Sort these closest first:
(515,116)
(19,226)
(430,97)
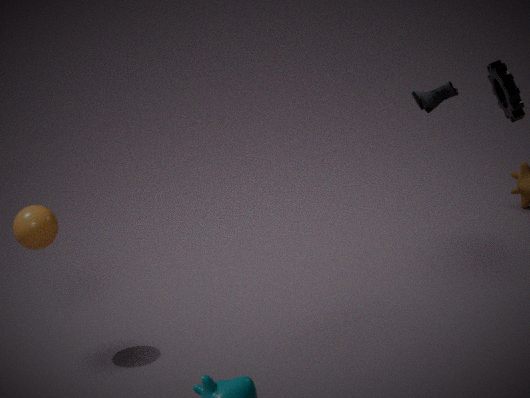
(19,226)
(430,97)
(515,116)
